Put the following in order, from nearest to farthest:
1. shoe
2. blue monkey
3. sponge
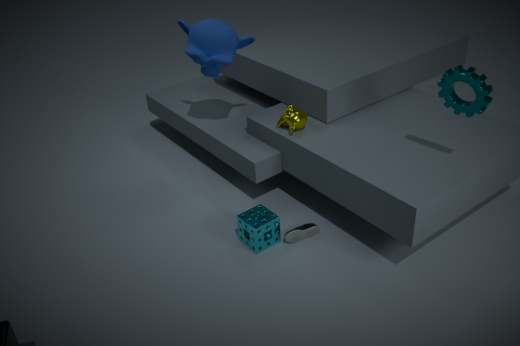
sponge < shoe < blue monkey
